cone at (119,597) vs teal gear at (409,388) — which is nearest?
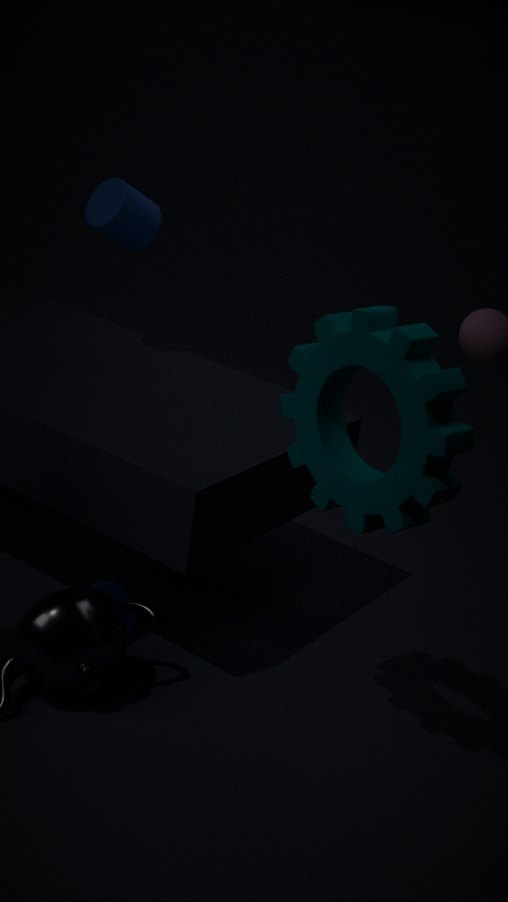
teal gear at (409,388)
